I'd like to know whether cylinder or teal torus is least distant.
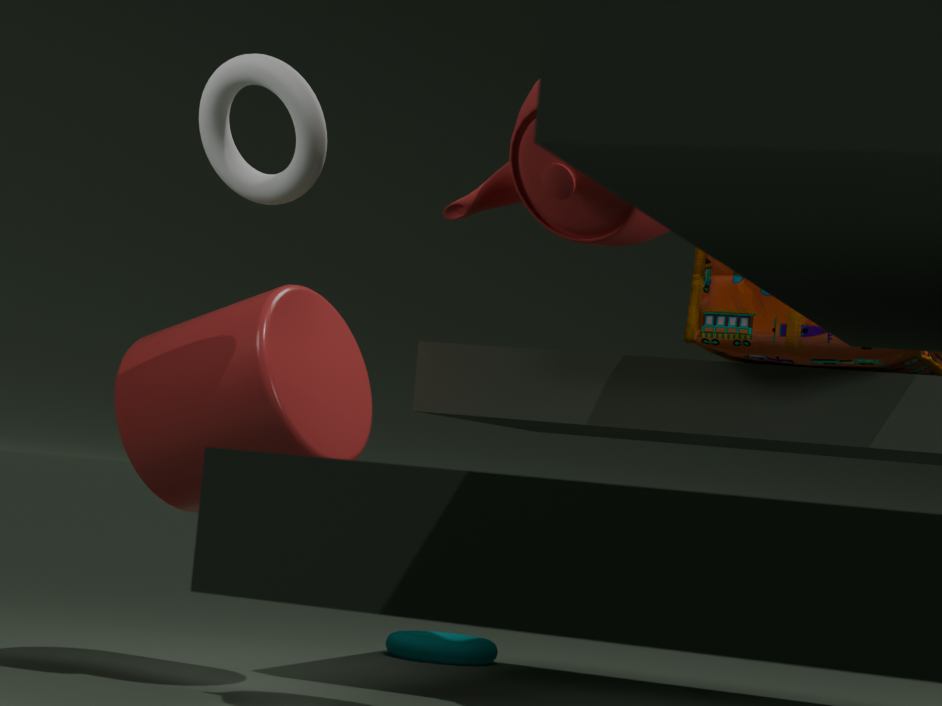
cylinder
